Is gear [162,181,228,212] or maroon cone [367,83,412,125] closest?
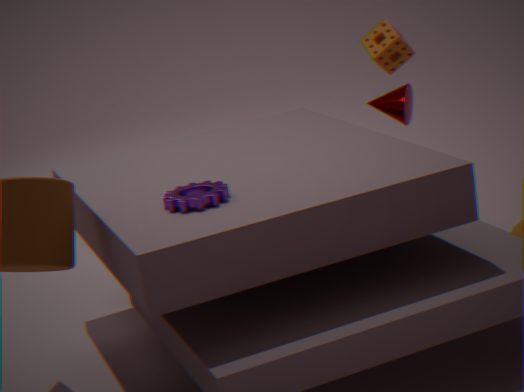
gear [162,181,228,212]
